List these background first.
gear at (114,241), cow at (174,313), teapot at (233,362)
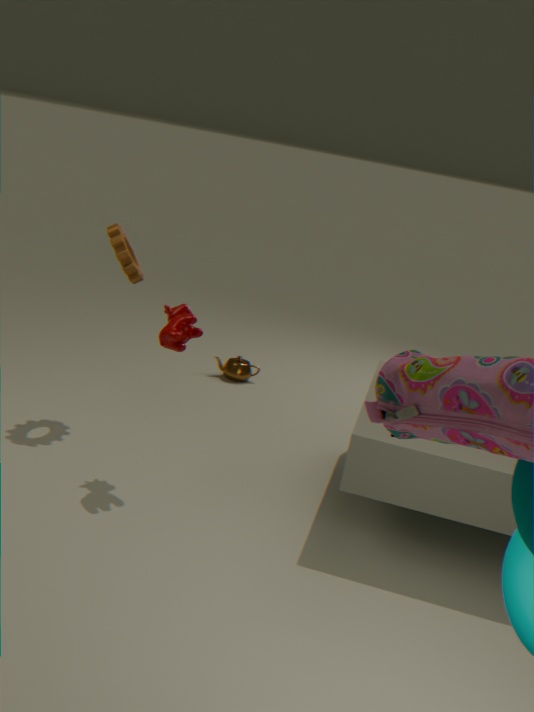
1. teapot at (233,362)
2. gear at (114,241)
3. cow at (174,313)
